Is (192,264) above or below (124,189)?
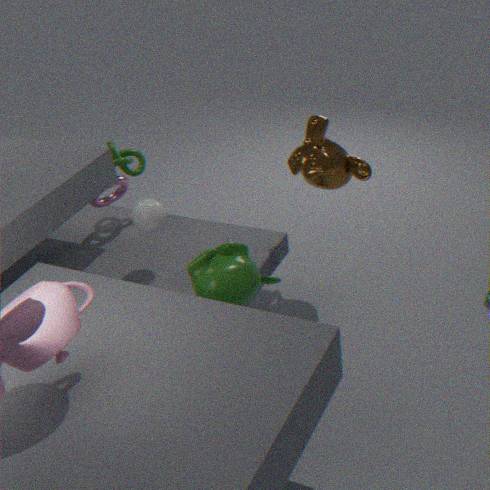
below
